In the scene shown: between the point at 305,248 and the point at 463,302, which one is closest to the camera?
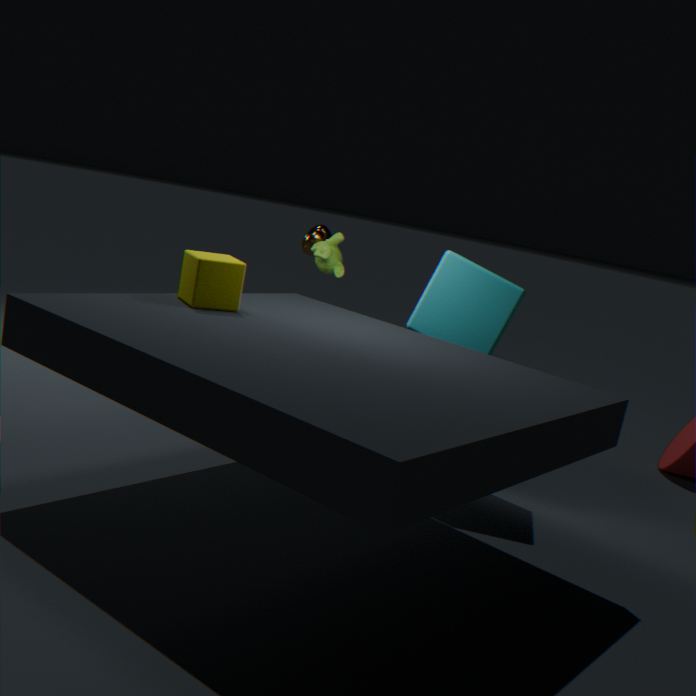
the point at 463,302
